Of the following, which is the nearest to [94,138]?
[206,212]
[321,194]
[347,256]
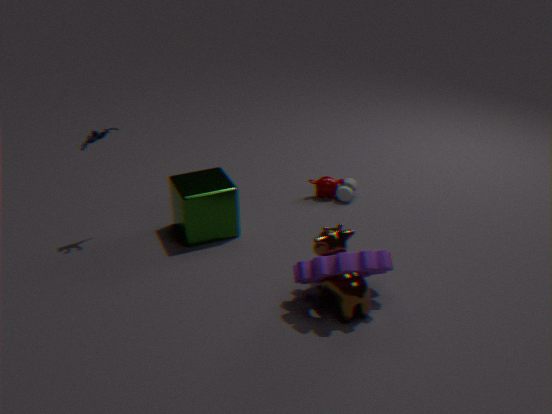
[206,212]
